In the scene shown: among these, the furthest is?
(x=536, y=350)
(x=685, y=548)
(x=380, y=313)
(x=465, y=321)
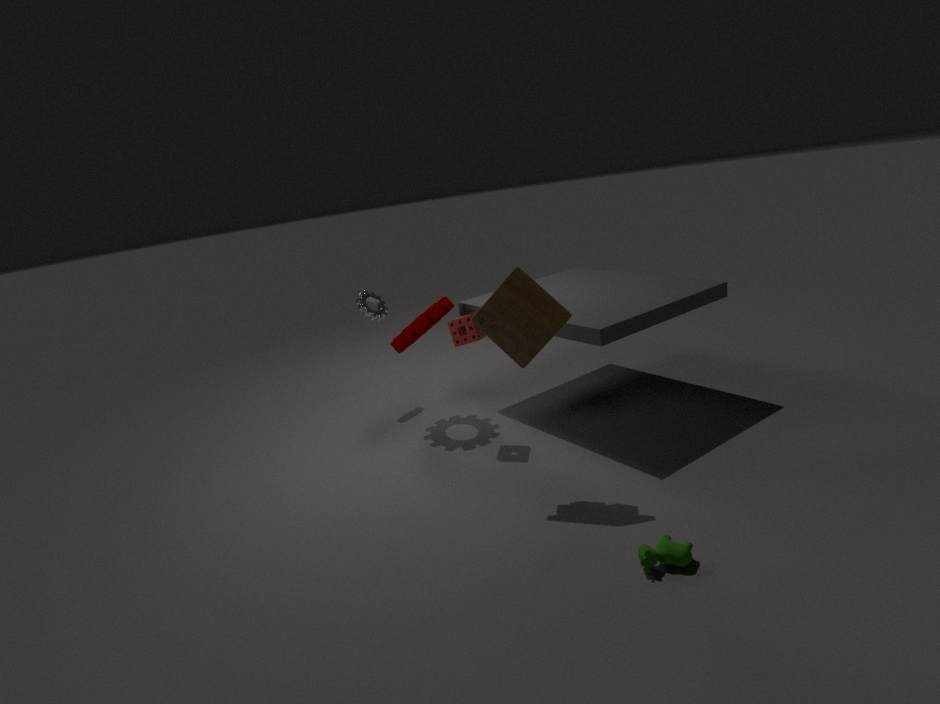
(x=380, y=313)
